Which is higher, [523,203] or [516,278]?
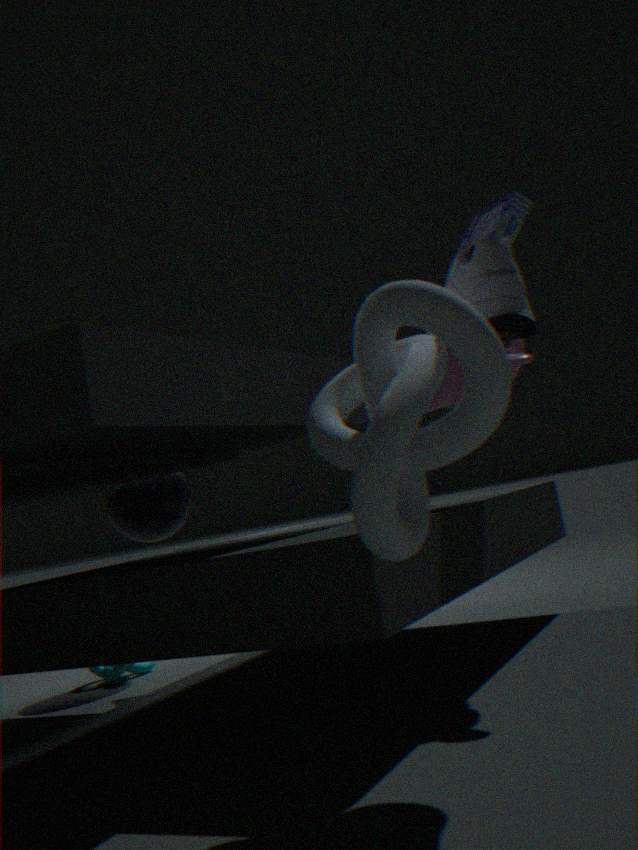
[523,203]
